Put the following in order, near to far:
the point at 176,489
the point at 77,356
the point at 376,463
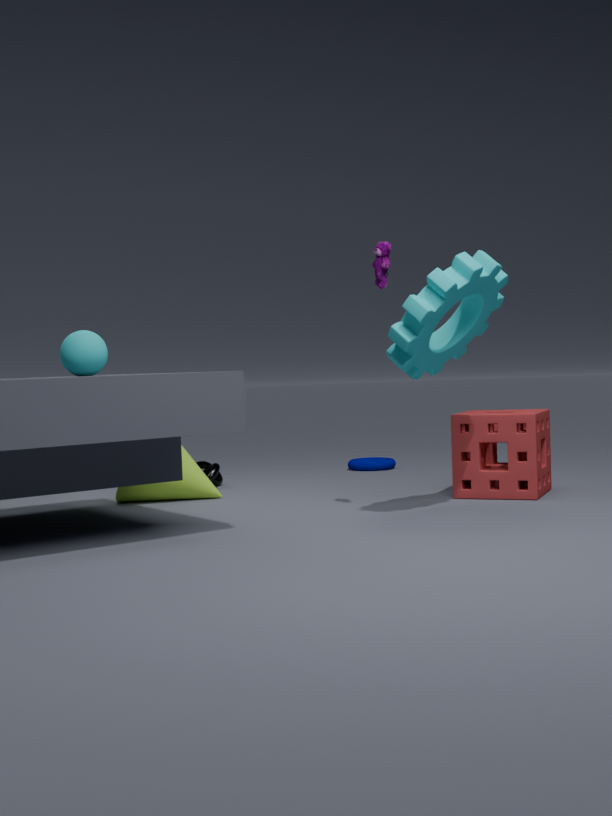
the point at 77,356
the point at 176,489
the point at 376,463
